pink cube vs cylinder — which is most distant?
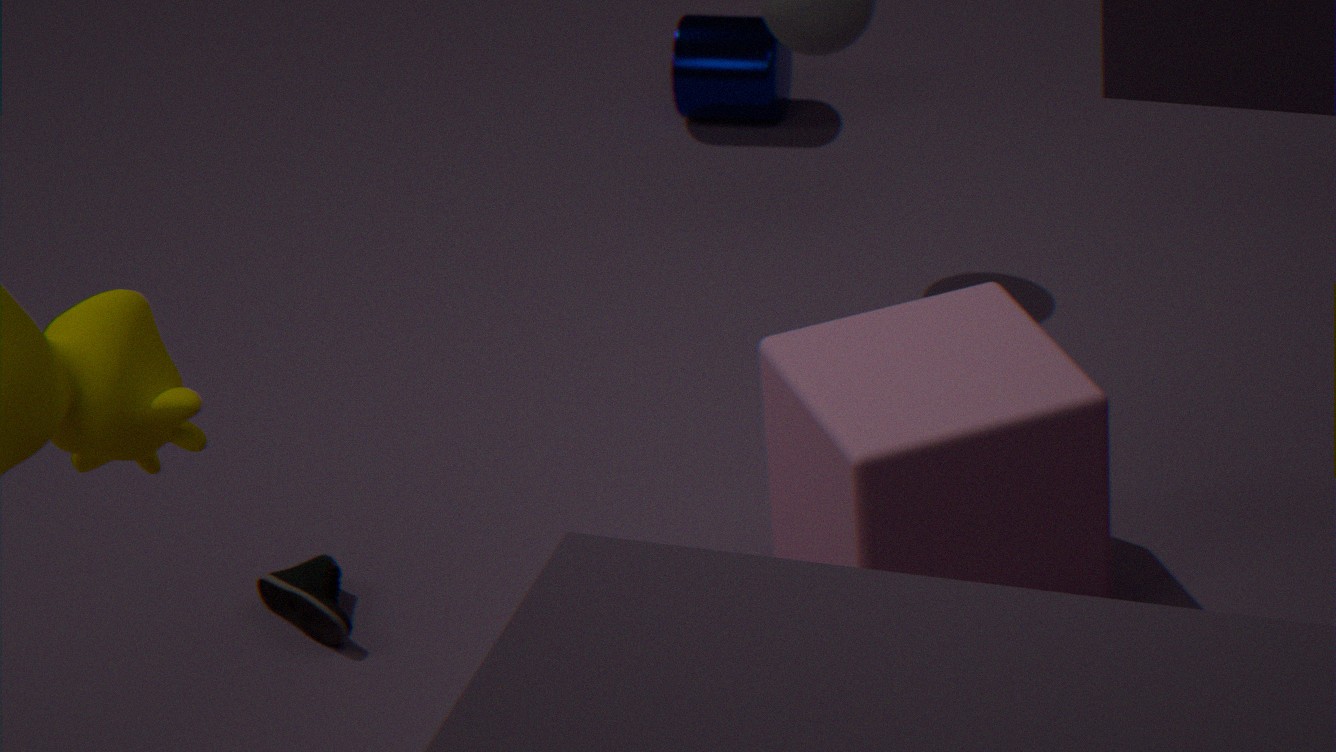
cylinder
